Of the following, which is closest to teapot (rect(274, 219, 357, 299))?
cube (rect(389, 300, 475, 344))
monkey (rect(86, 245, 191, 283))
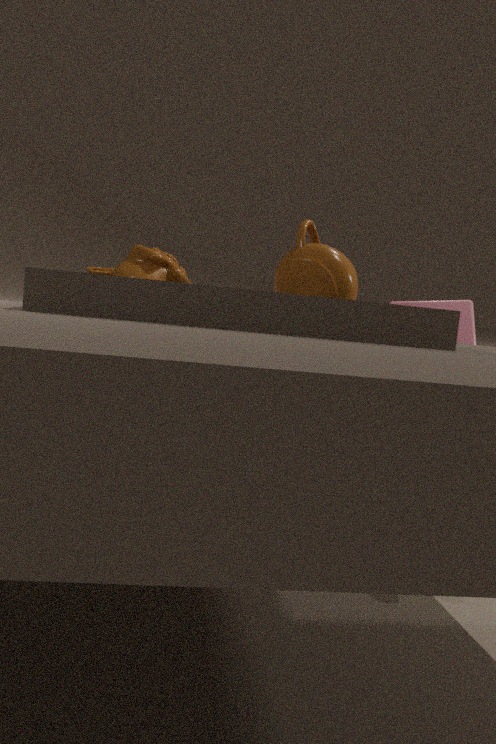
cube (rect(389, 300, 475, 344))
